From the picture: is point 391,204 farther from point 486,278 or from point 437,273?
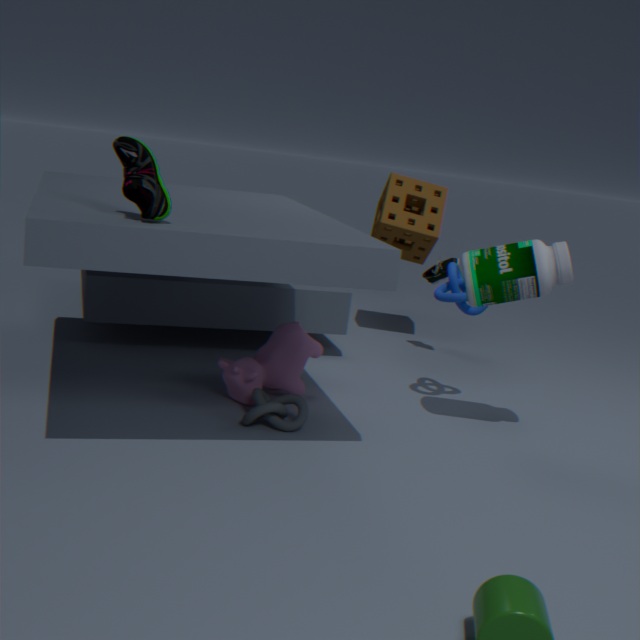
point 486,278
